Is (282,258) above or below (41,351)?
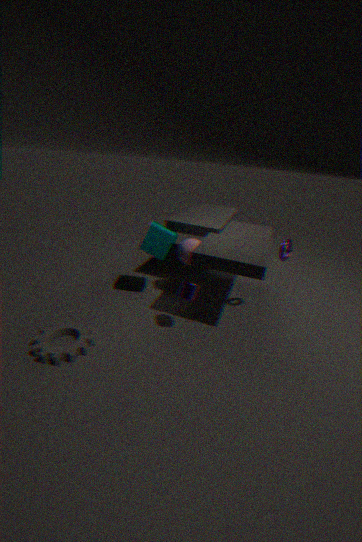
above
